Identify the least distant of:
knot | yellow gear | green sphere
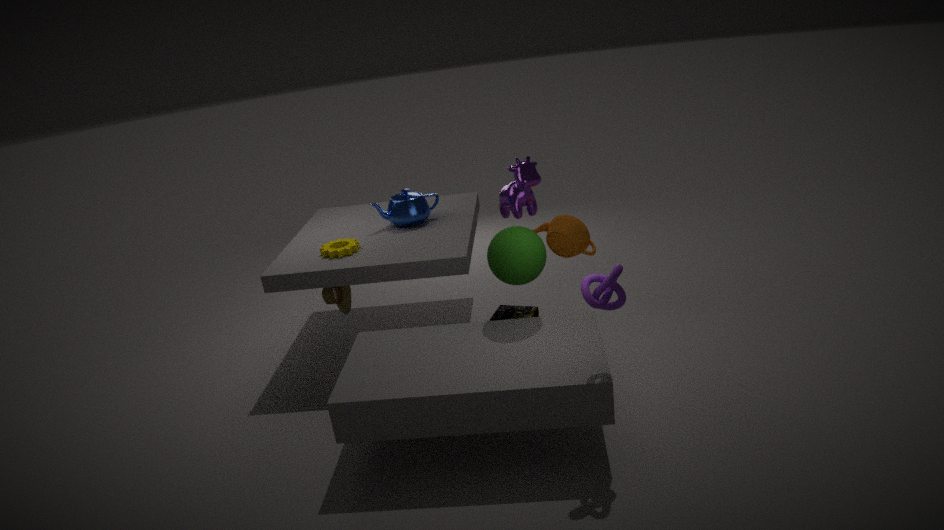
knot
